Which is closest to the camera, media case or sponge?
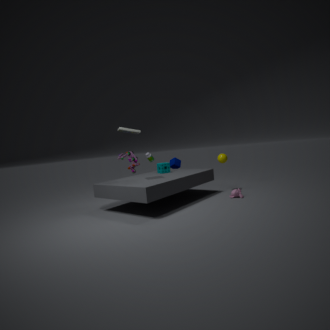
media case
